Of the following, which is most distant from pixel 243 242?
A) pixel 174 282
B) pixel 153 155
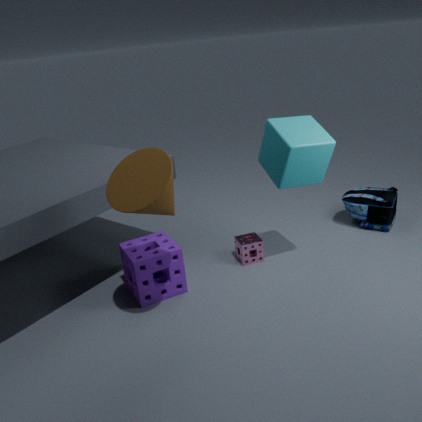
pixel 153 155
